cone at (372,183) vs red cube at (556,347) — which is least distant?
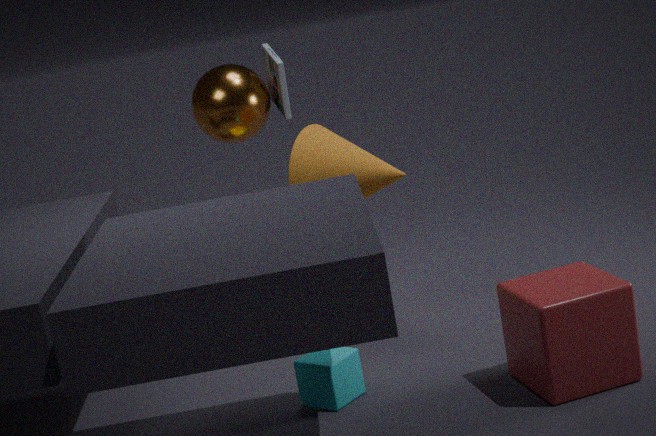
red cube at (556,347)
